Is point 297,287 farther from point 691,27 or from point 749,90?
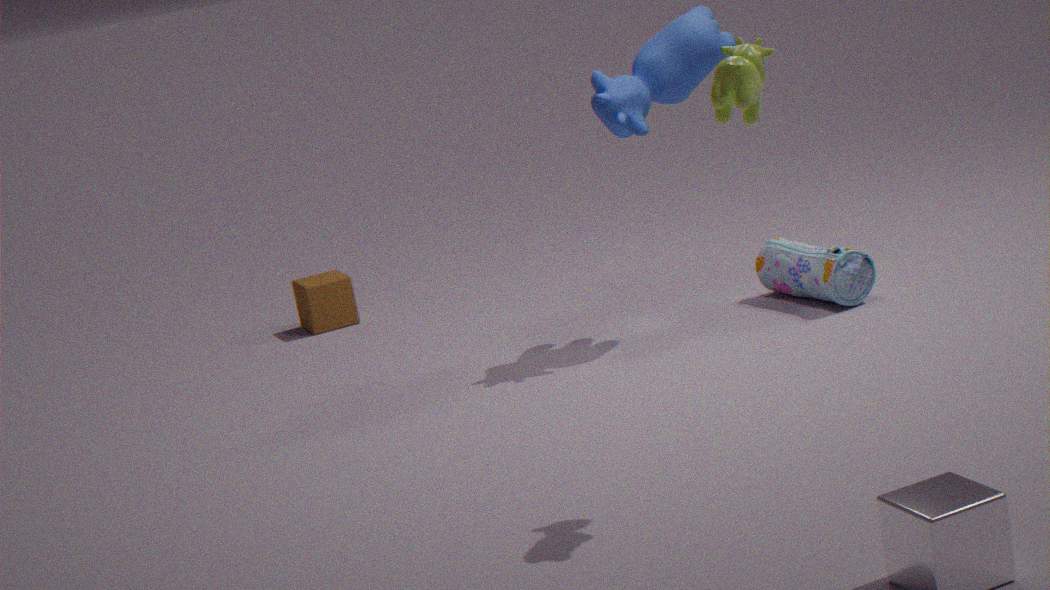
point 749,90
